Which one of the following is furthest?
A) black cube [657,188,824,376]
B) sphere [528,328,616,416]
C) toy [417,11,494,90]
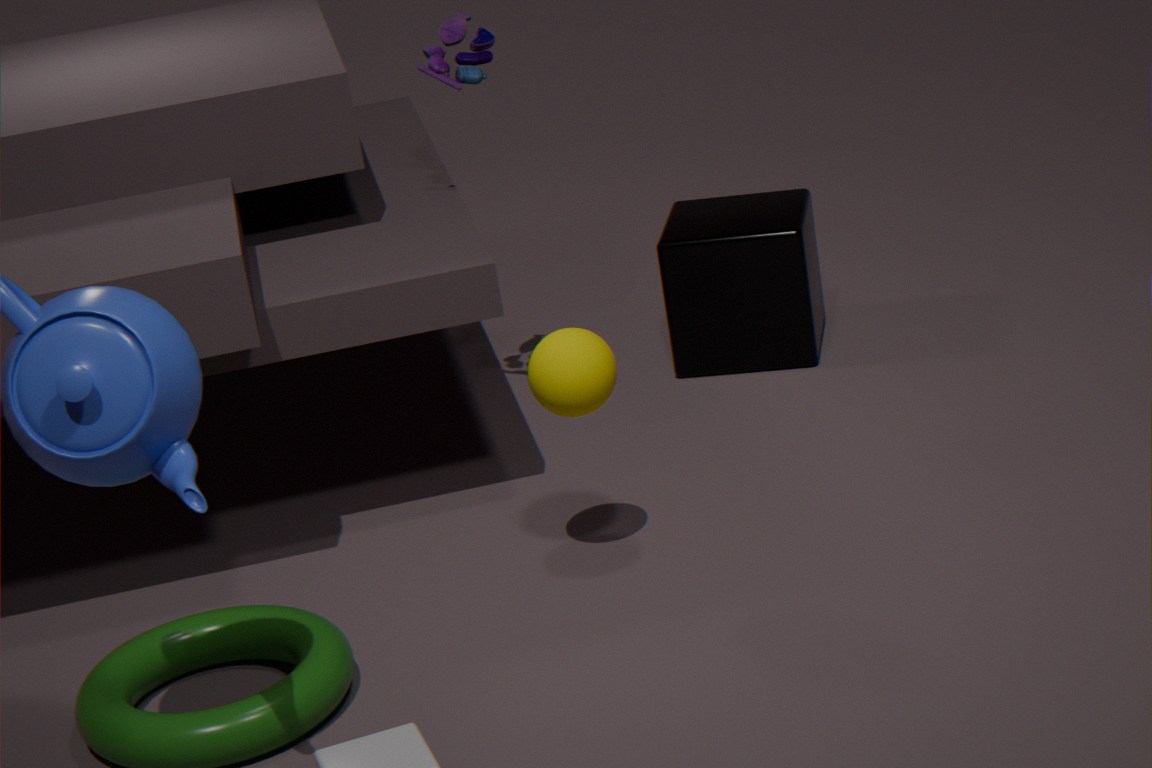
black cube [657,188,824,376]
